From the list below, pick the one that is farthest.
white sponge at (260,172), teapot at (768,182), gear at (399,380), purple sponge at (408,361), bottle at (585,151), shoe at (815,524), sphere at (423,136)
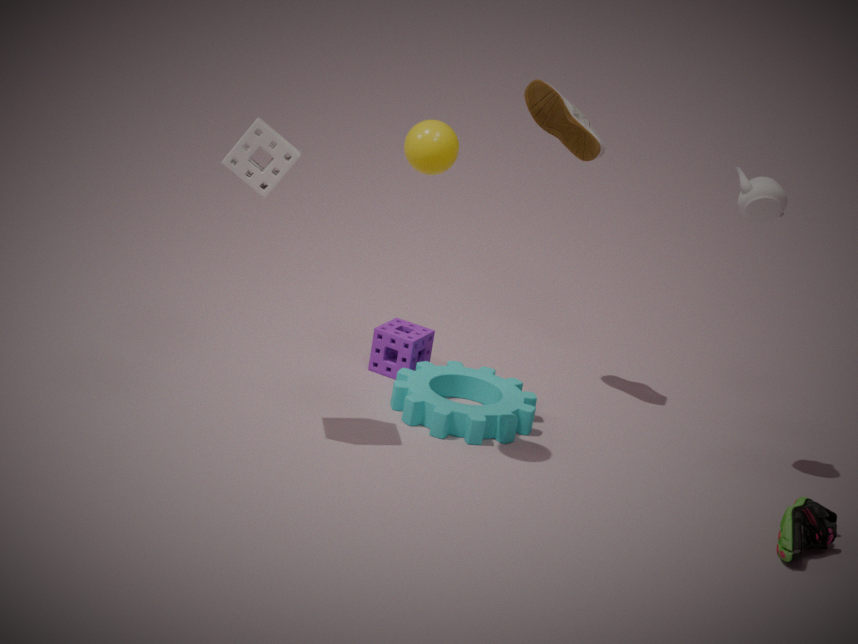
purple sponge at (408,361)
